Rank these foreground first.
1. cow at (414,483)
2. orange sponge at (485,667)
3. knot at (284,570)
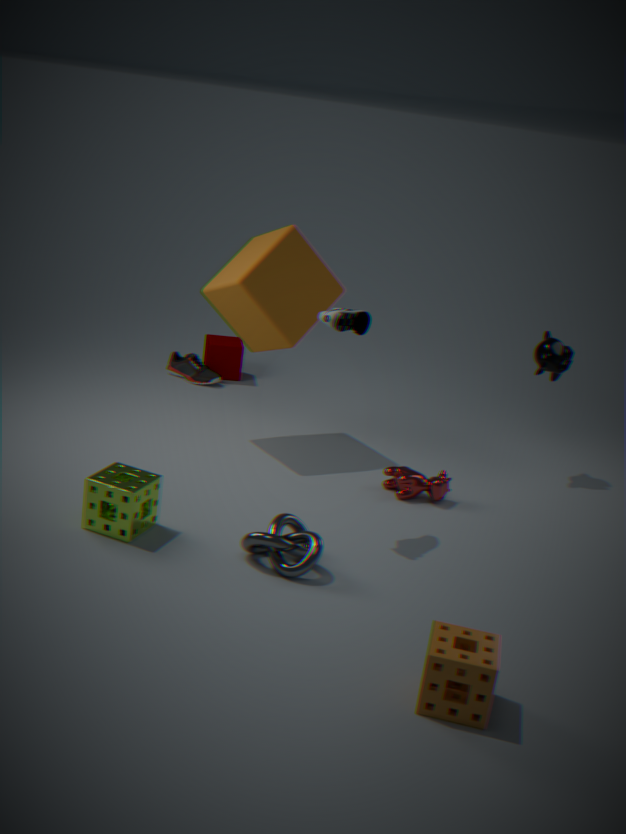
1. orange sponge at (485,667)
2. knot at (284,570)
3. cow at (414,483)
